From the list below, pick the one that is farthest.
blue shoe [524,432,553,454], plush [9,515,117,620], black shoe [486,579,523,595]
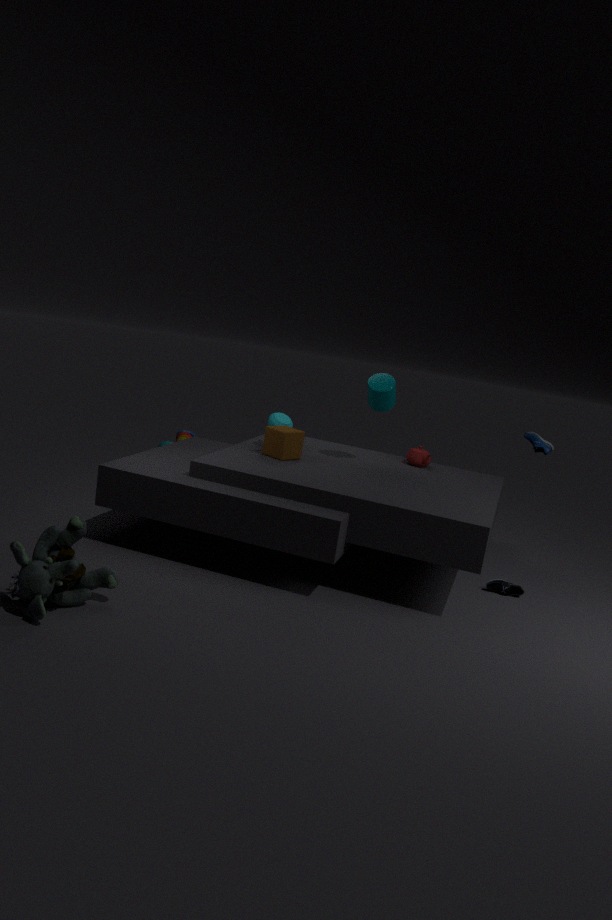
blue shoe [524,432,553,454]
